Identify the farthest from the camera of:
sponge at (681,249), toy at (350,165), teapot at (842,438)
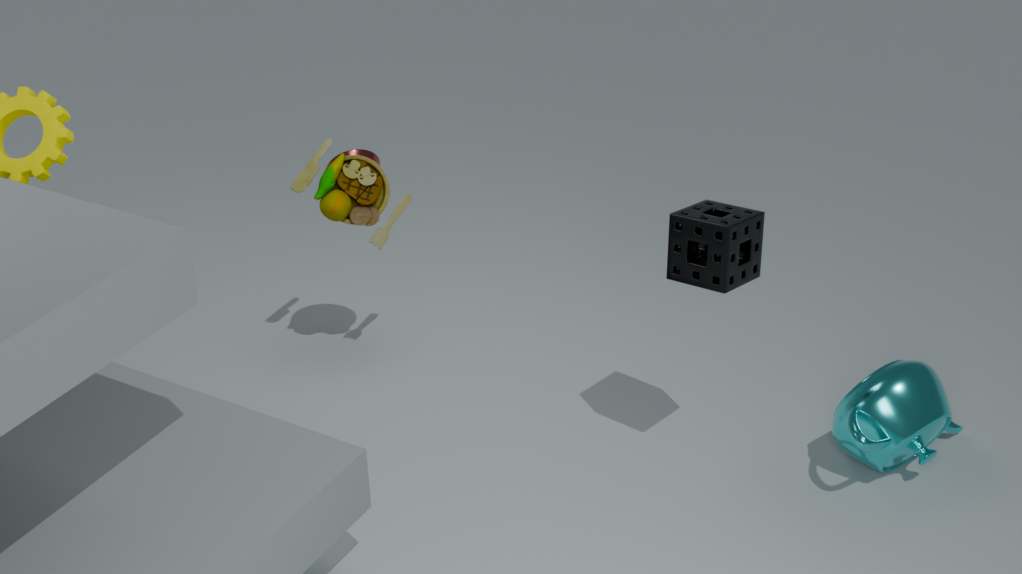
toy at (350,165)
